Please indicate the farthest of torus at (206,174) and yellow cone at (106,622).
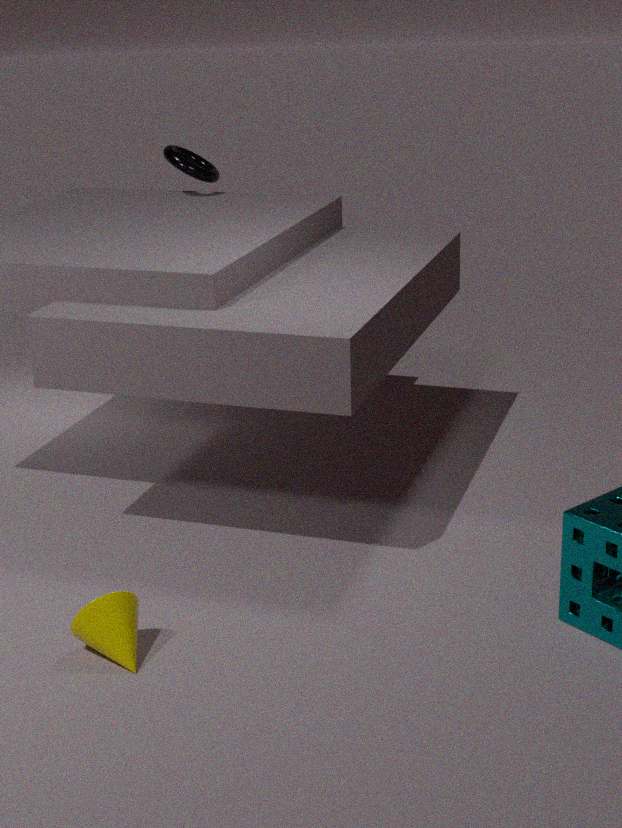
torus at (206,174)
